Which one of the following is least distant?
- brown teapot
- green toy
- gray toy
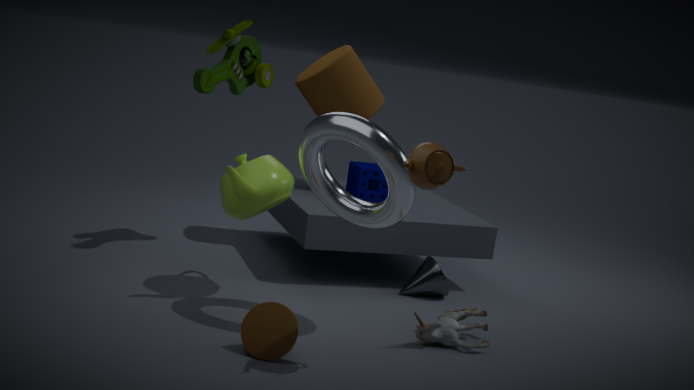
brown teapot
